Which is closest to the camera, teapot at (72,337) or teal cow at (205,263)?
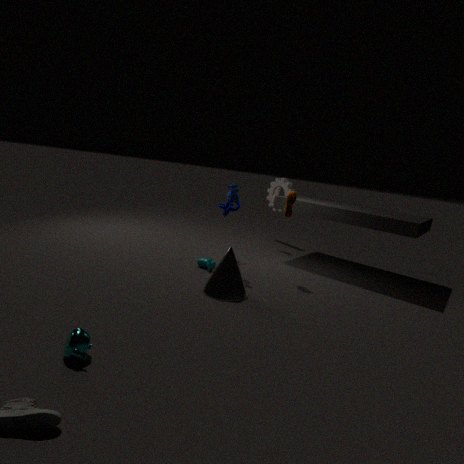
teapot at (72,337)
